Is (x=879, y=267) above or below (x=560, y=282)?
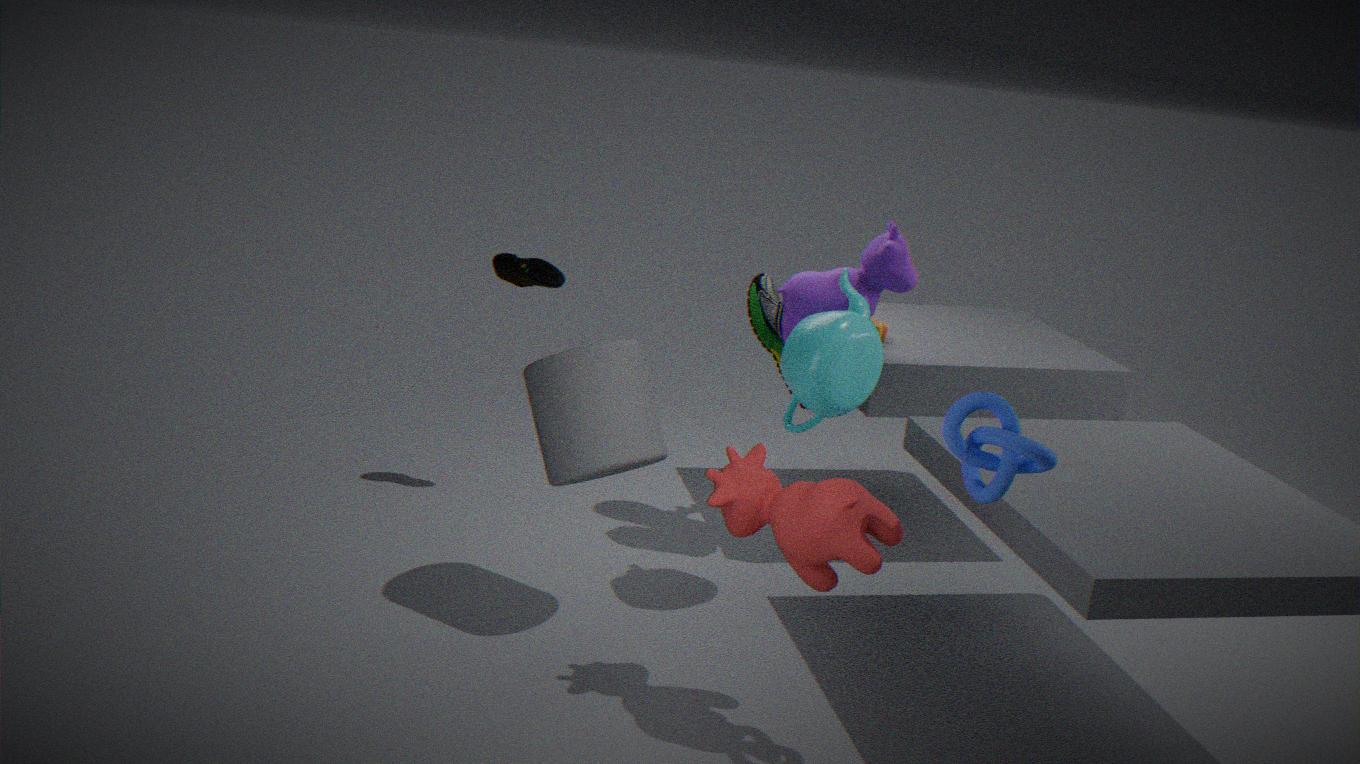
above
